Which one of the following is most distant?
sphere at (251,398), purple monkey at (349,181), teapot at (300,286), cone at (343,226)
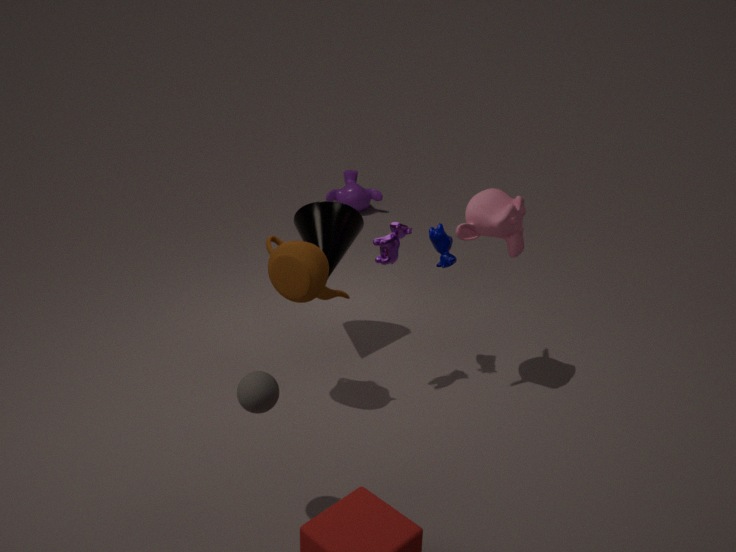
purple monkey at (349,181)
